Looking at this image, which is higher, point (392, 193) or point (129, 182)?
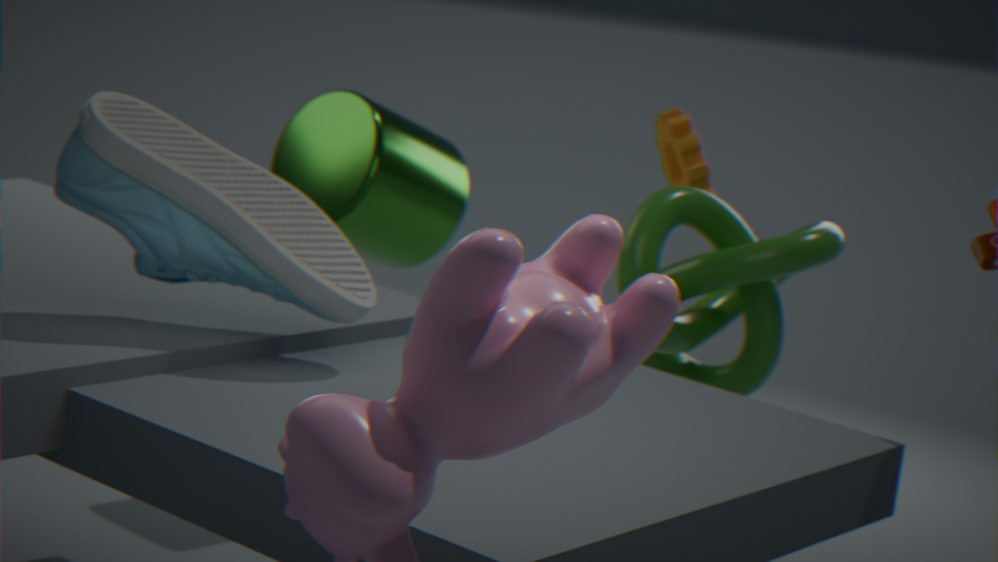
point (129, 182)
